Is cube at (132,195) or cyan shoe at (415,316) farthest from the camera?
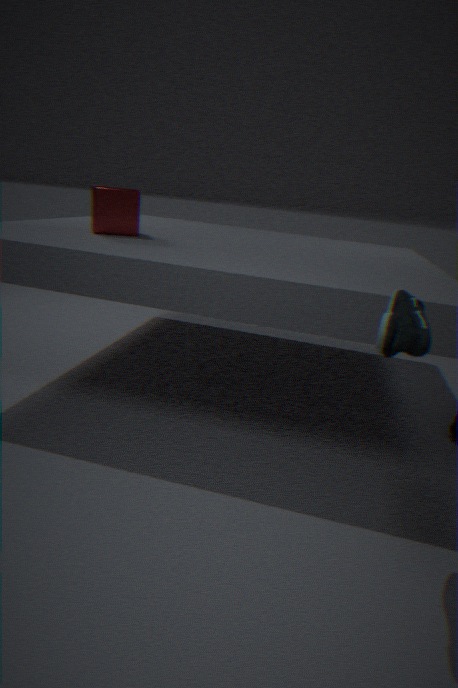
cube at (132,195)
